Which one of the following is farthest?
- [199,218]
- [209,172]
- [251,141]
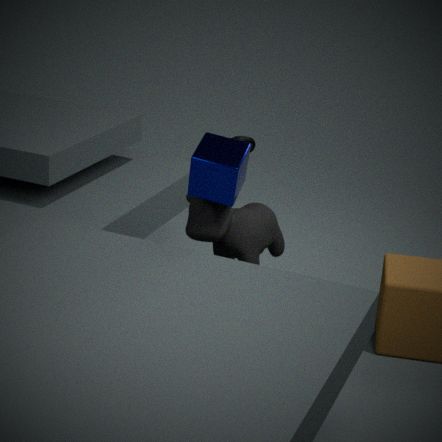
[251,141]
